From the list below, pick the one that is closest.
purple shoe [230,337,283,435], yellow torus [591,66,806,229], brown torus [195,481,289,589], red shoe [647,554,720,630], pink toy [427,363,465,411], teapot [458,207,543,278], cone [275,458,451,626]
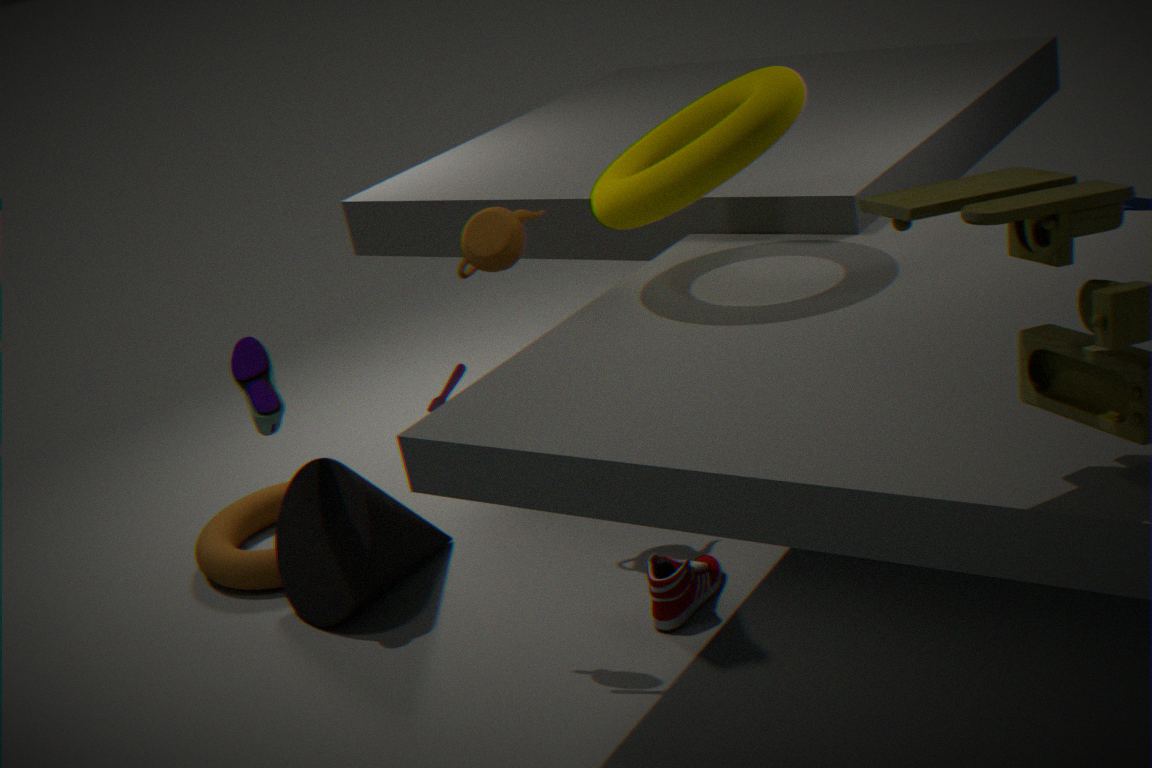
yellow torus [591,66,806,229]
